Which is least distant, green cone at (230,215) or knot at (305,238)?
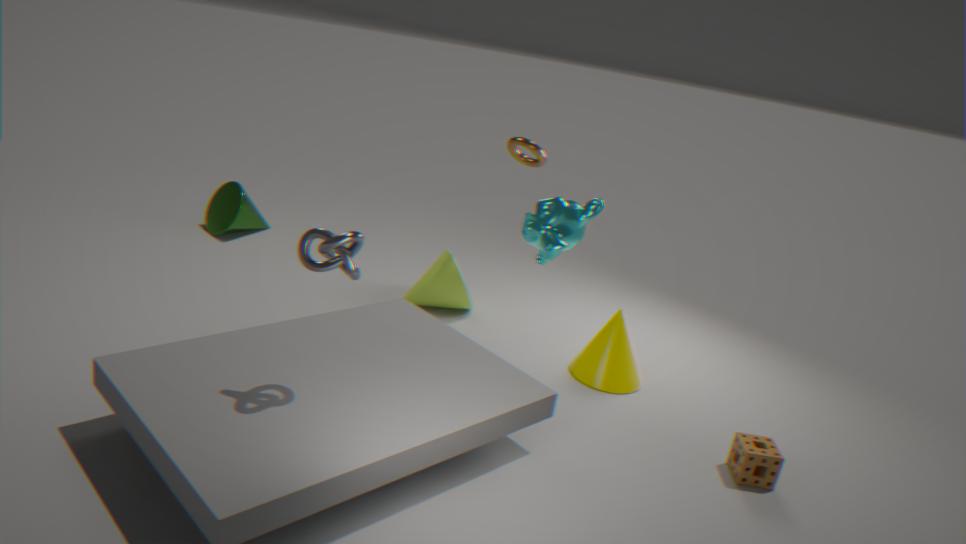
knot at (305,238)
